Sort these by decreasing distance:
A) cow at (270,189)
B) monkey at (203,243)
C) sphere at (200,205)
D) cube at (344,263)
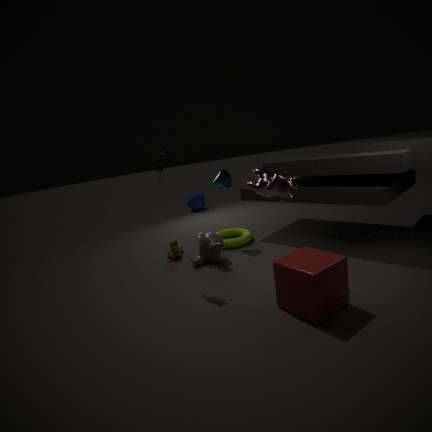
1. sphere at (200,205)
2. monkey at (203,243)
3. cow at (270,189)
4. cube at (344,263)
